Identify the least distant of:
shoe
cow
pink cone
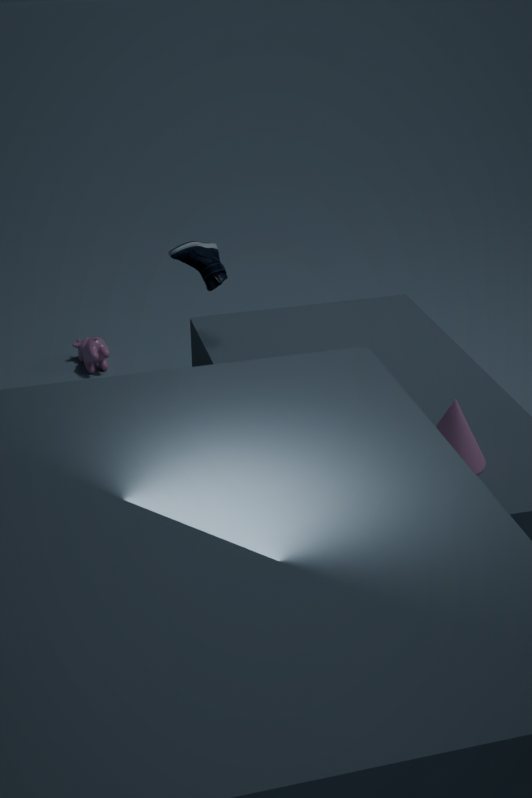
pink cone
